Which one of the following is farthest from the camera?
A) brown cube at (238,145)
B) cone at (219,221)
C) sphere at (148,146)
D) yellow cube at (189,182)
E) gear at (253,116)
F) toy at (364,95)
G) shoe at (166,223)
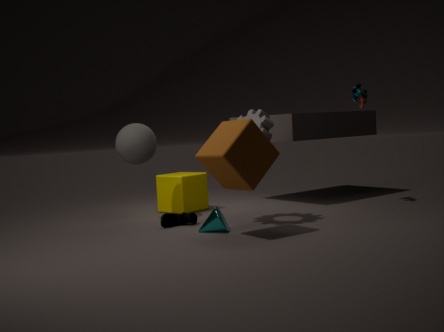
yellow cube at (189,182)
